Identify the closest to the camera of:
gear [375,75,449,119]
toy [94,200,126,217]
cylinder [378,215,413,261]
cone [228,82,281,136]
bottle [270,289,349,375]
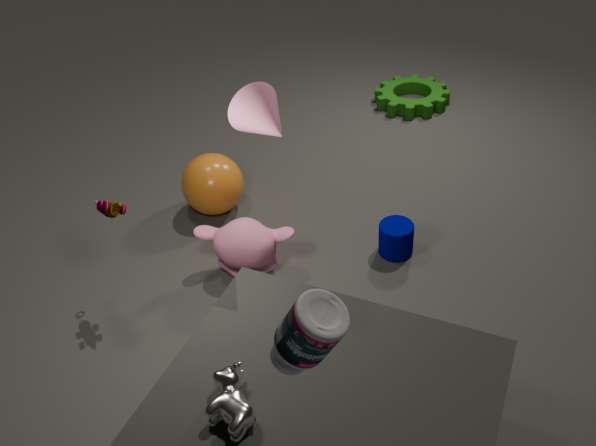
bottle [270,289,349,375]
